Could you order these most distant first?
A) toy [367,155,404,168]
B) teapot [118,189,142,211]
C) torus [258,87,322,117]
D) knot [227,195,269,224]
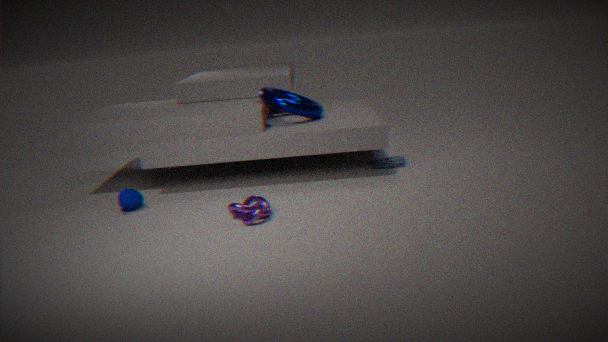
toy [367,155,404,168], torus [258,87,322,117], teapot [118,189,142,211], knot [227,195,269,224]
